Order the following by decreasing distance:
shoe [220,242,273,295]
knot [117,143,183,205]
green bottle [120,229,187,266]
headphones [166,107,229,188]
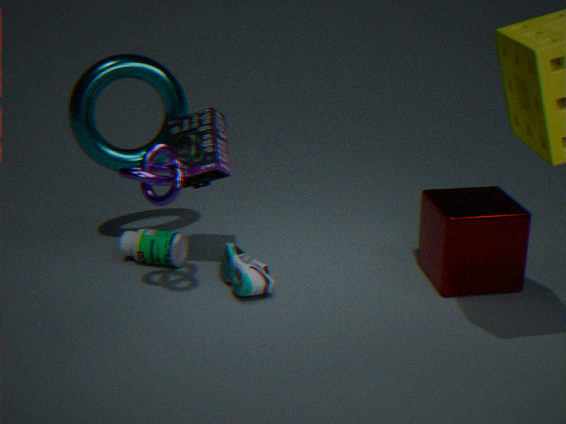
green bottle [120,229,187,266] < headphones [166,107,229,188] < shoe [220,242,273,295] < knot [117,143,183,205]
